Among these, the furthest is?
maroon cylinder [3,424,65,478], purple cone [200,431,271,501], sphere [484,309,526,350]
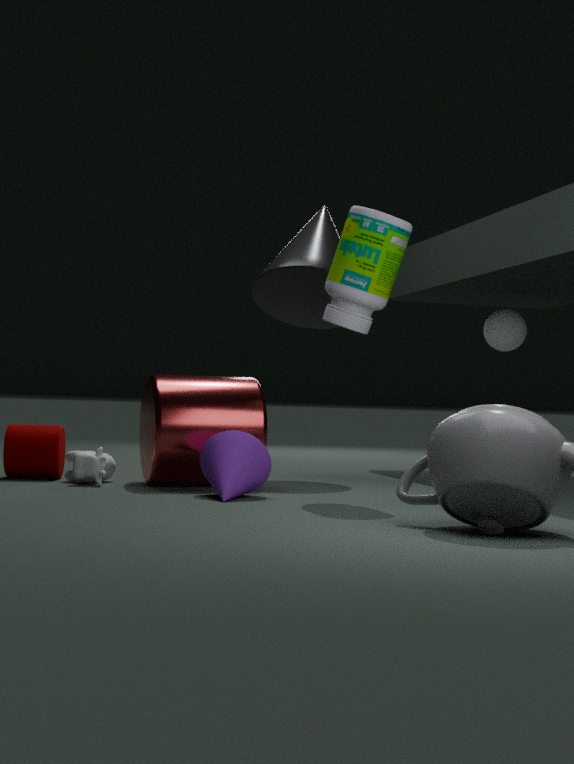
sphere [484,309,526,350]
